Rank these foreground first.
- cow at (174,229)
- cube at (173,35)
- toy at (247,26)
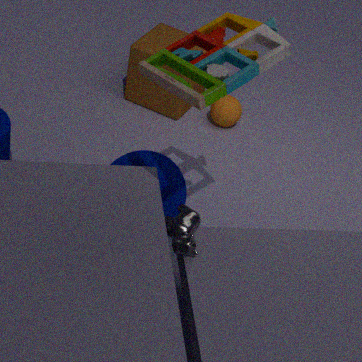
1. toy at (247,26)
2. cow at (174,229)
3. cube at (173,35)
